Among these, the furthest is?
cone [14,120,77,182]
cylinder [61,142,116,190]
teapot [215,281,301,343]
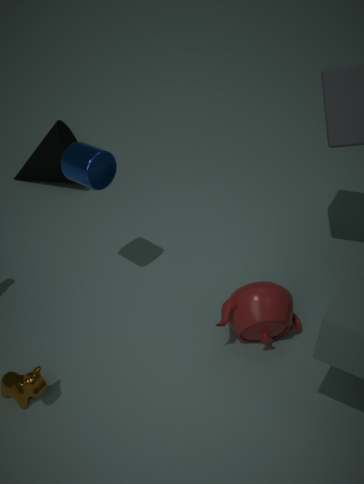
cone [14,120,77,182]
